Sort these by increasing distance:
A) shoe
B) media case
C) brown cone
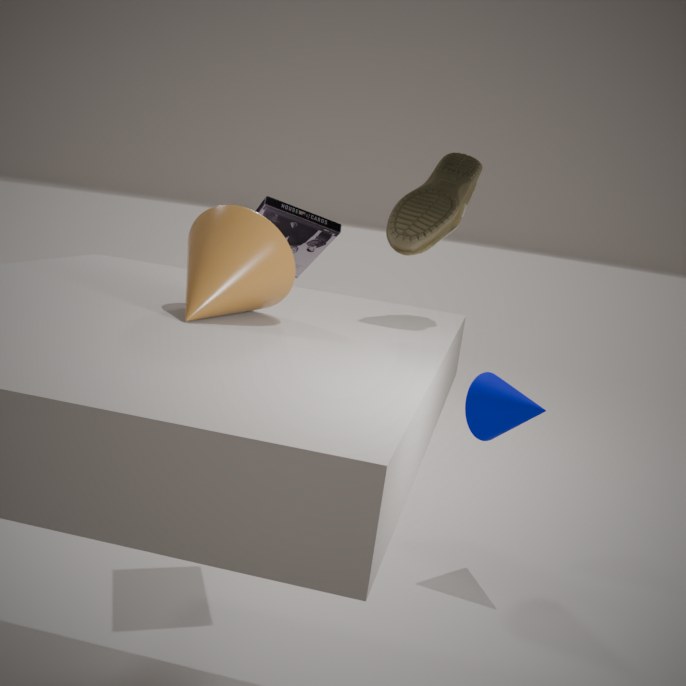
1. brown cone
2. shoe
3. media case
